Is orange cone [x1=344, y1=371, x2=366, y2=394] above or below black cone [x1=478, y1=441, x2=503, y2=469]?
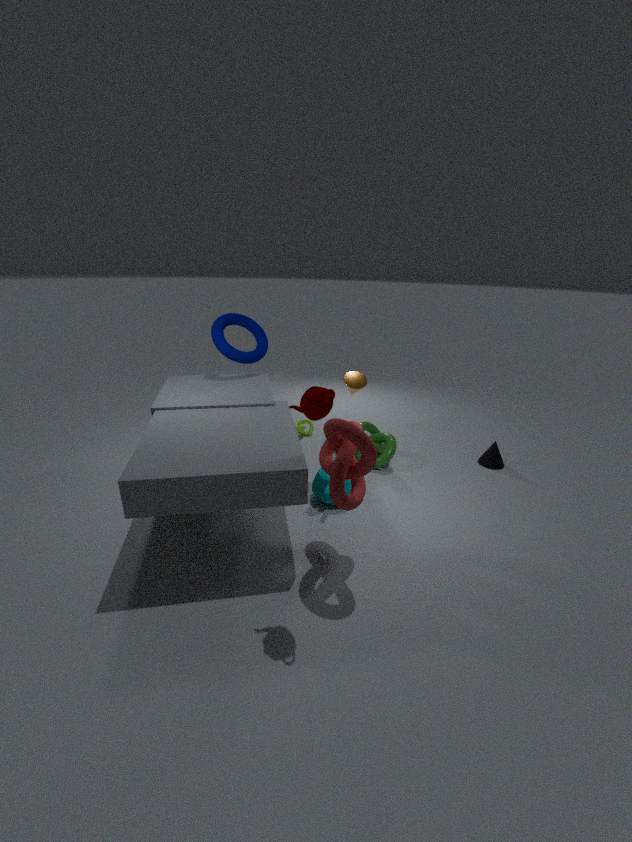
above
